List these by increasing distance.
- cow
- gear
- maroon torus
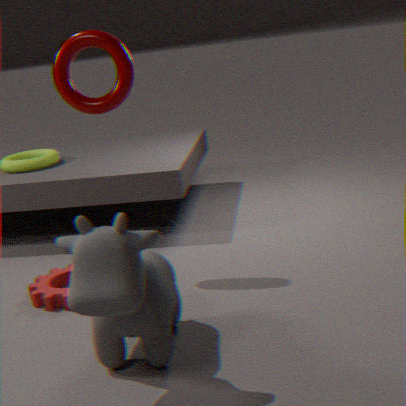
cow → maroon torus → gear
